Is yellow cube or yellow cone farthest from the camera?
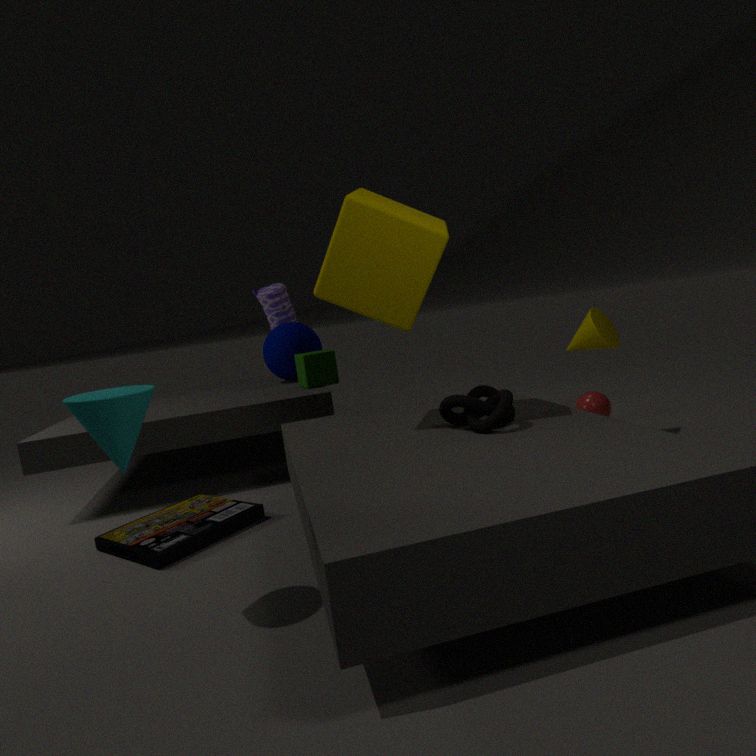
yellow cone
